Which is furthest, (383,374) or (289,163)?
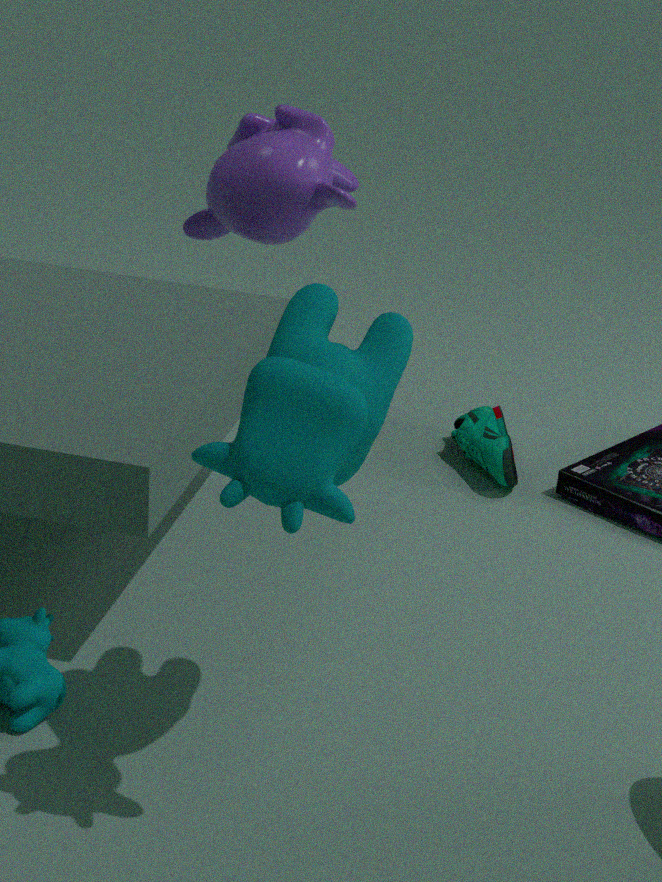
(289,163)
